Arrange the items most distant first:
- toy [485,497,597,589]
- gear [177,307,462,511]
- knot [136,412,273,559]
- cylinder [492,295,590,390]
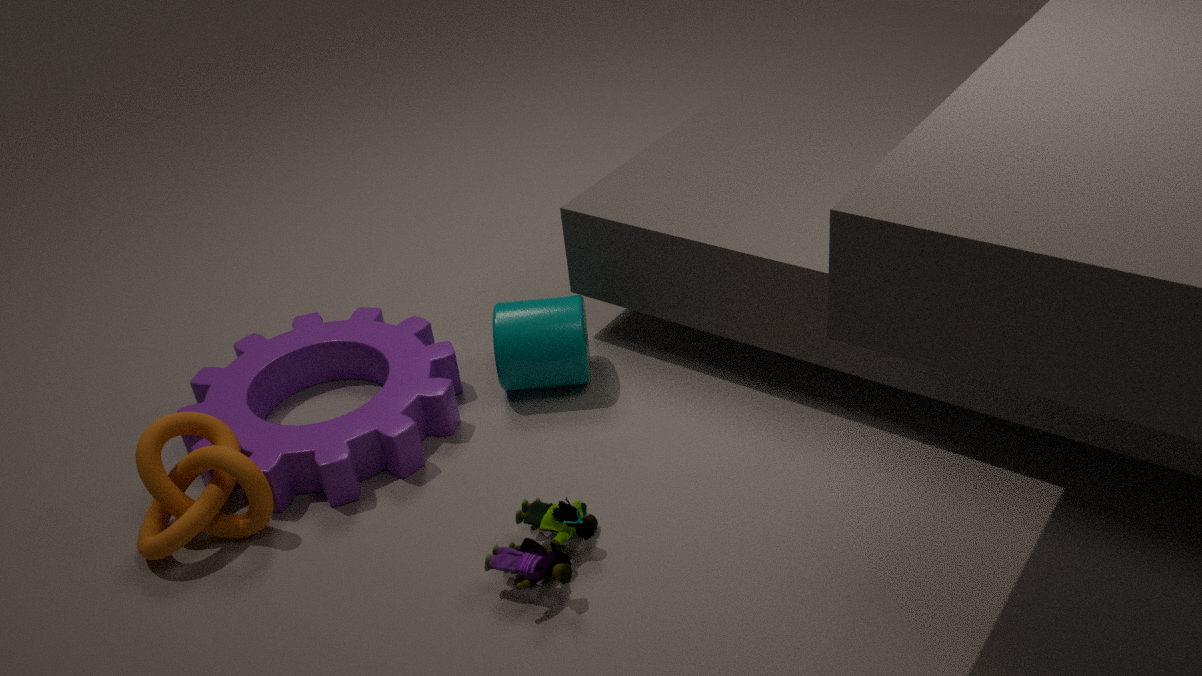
cylinder [492,295,590,390] → gear [177,307,462,511] → knot [136,412,273,559] → toy [485,497,597,589]
